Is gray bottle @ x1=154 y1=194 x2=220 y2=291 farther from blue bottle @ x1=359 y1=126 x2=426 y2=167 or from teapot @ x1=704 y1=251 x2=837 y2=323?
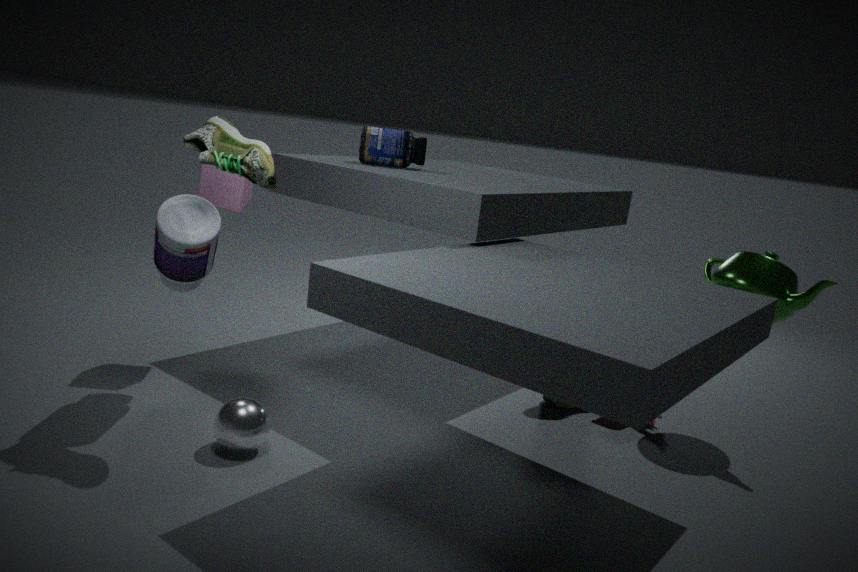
teapot @ x1=704 y1=251 x2=837 y2=323
